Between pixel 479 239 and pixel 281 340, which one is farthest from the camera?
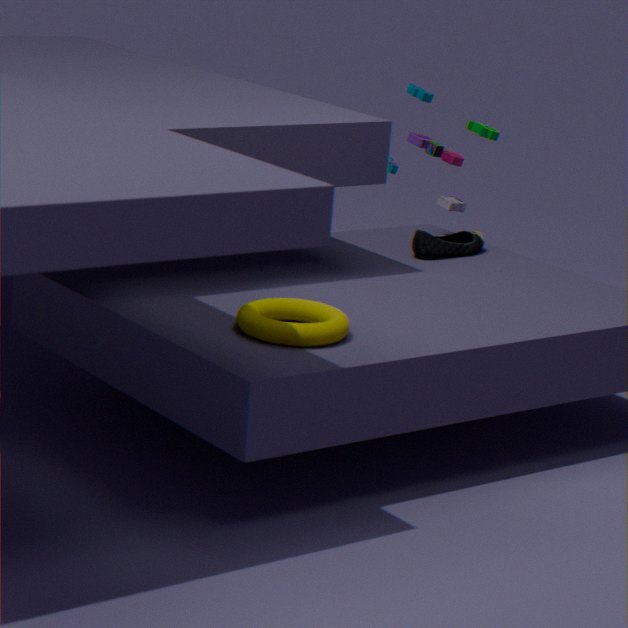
pixel 479 239
